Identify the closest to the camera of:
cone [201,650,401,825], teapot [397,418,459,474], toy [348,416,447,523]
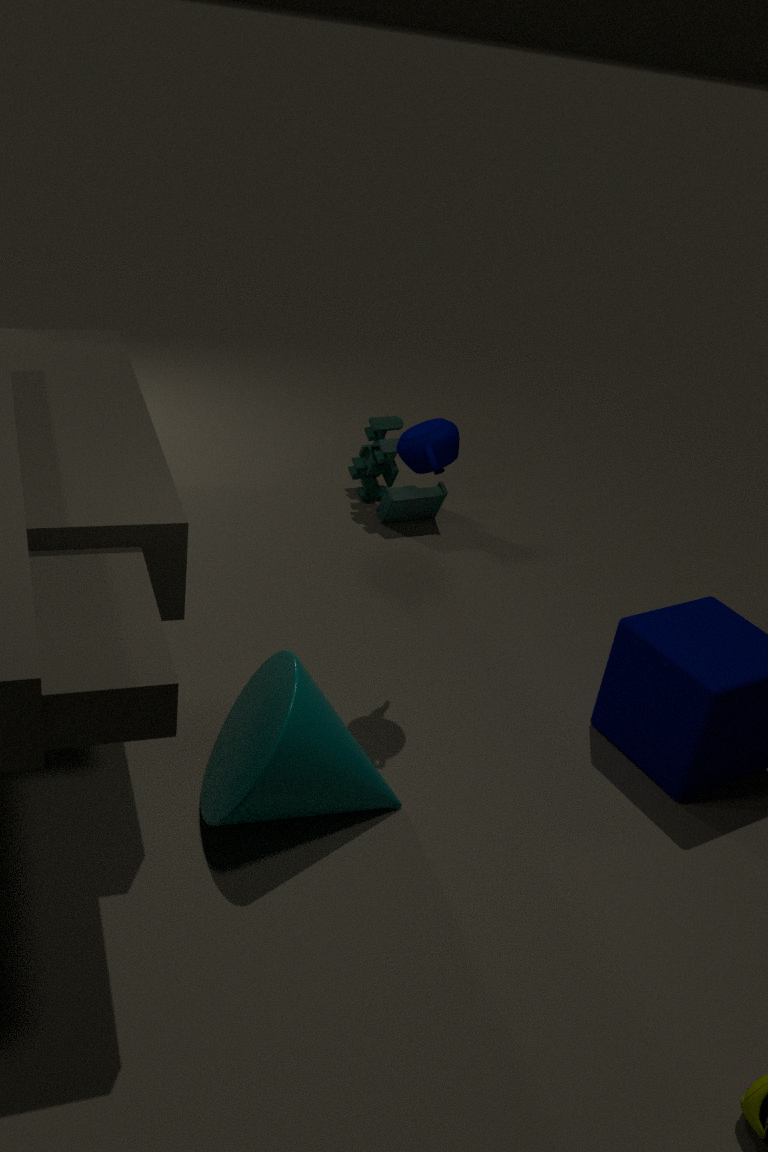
cone [201,650,401,825]
